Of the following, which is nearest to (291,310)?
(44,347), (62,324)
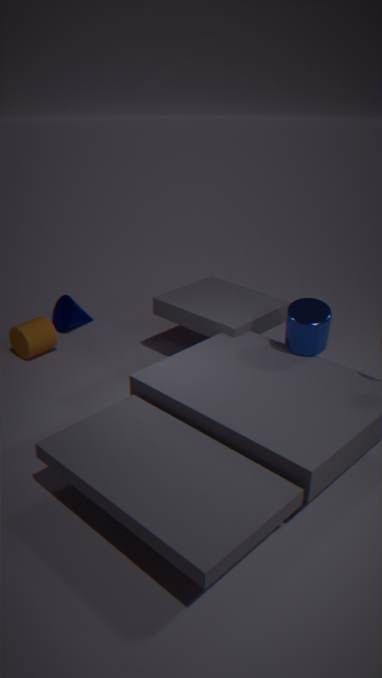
(44,347)
